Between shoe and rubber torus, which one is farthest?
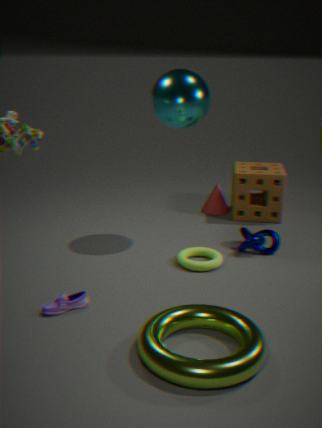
rubber torus
